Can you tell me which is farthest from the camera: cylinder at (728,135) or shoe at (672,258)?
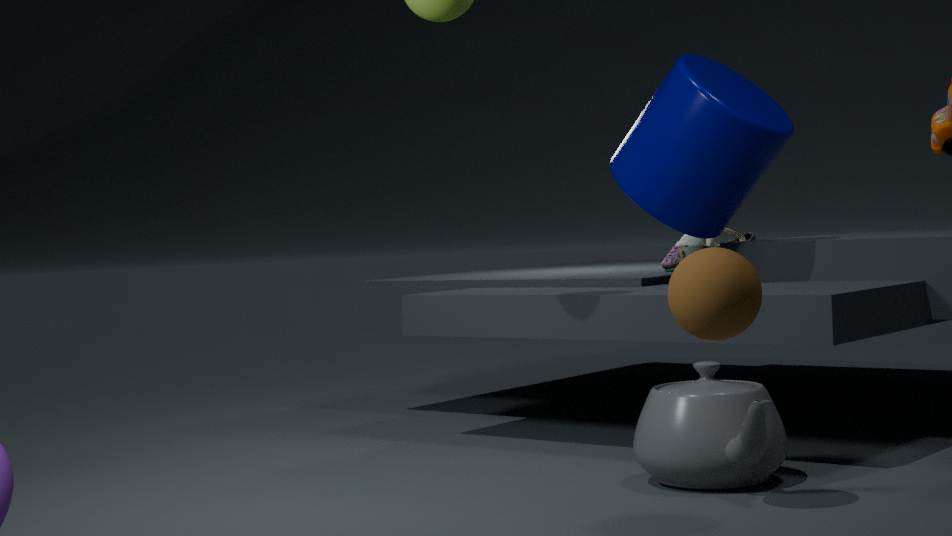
shoe at (672,258)
